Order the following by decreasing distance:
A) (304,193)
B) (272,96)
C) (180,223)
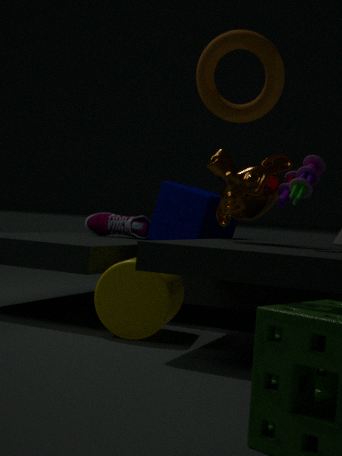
(180,223), (304,193), (272,96)
